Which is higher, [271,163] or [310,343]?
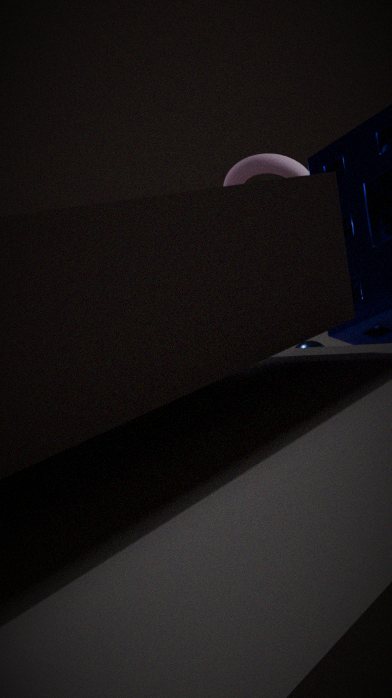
[271,163]
